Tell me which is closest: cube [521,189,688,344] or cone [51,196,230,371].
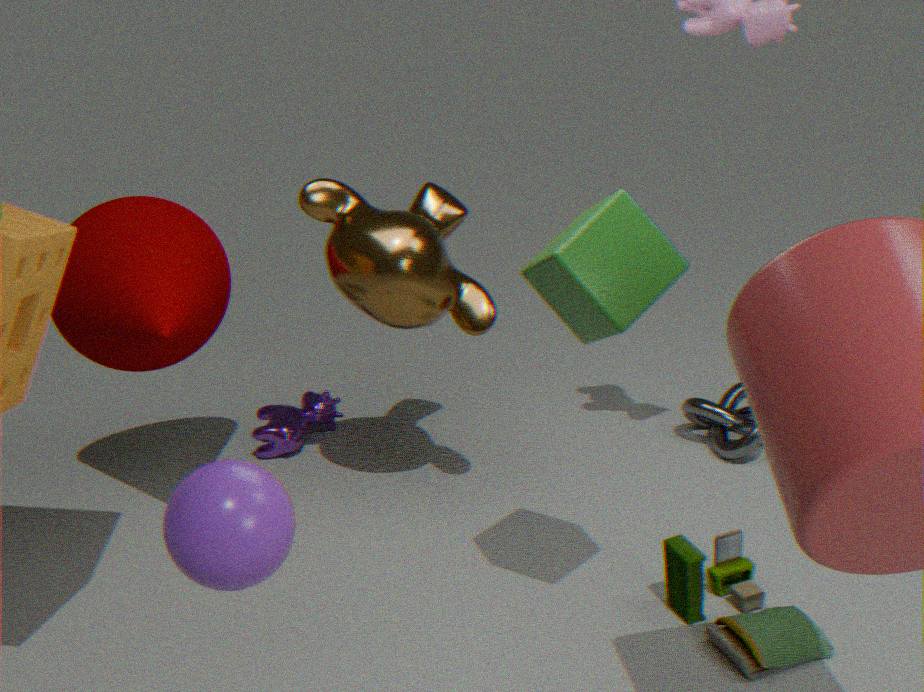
cube [521,189,688,344]
